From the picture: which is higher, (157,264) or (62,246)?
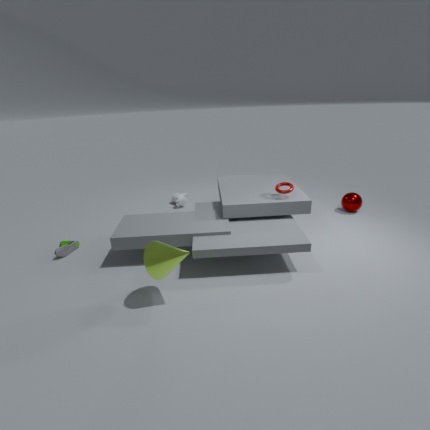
(157,264)
